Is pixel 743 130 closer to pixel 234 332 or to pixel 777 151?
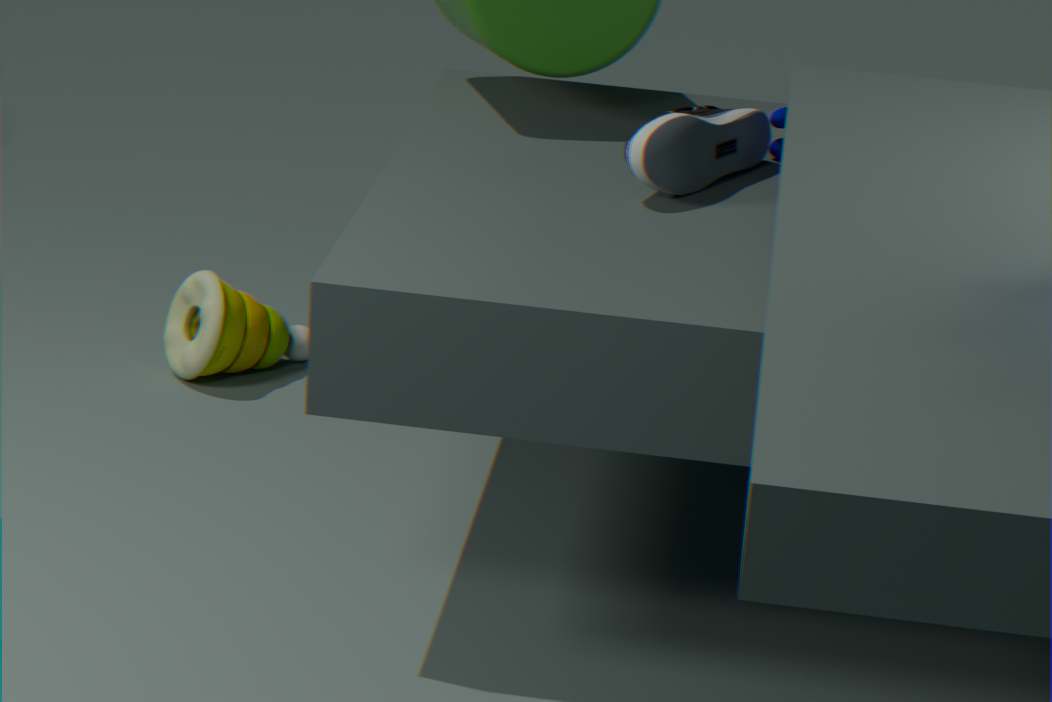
pixel 777 151
